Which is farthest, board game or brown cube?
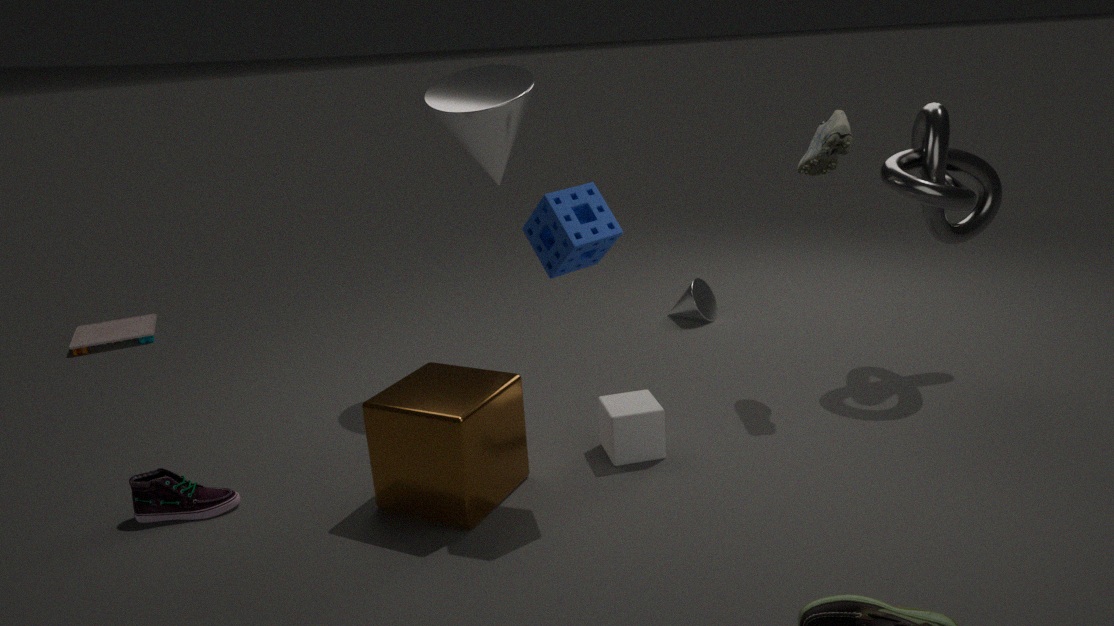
board game
